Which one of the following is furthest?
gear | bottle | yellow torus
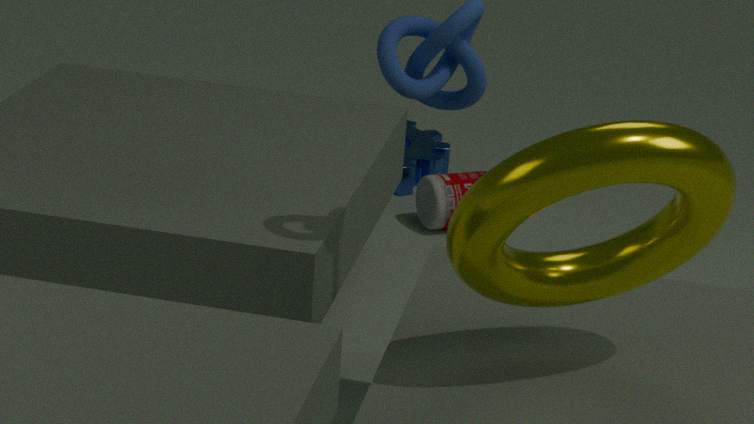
gear
